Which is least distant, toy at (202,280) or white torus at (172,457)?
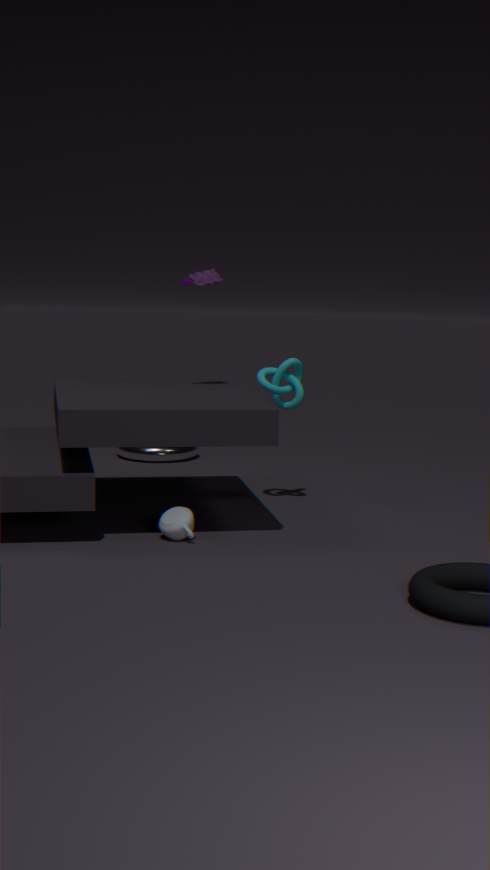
toy at (202,280)
